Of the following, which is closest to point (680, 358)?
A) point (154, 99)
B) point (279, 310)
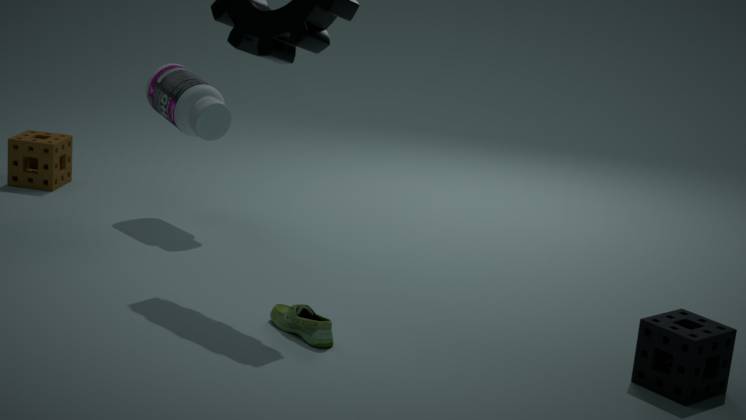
point (279, 310)
